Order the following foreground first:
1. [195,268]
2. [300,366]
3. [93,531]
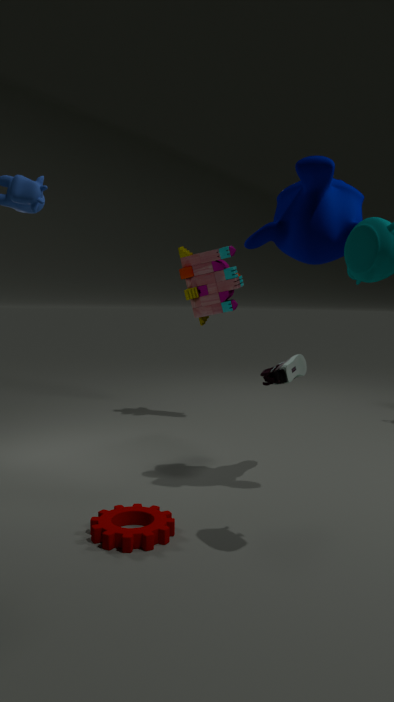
[93,531], [300,366], [195,268]
